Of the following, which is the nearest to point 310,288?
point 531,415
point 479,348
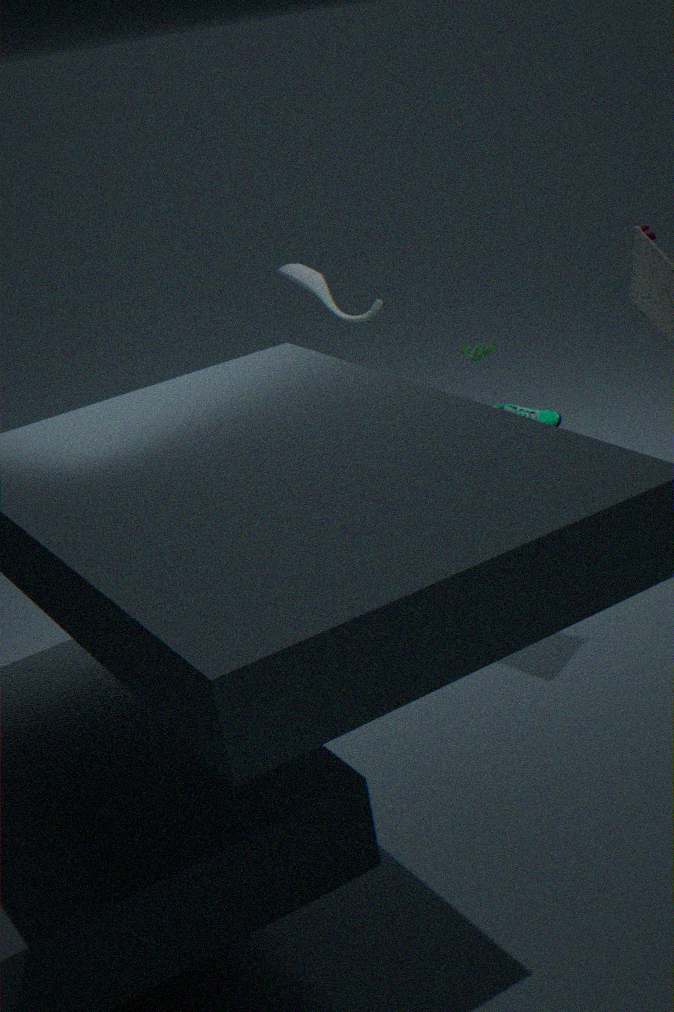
point 479,348
